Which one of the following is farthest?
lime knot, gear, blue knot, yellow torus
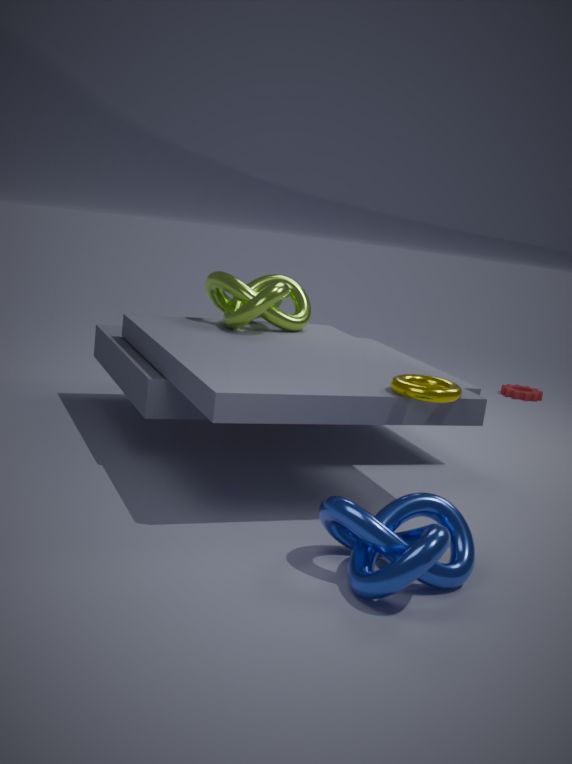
gear
